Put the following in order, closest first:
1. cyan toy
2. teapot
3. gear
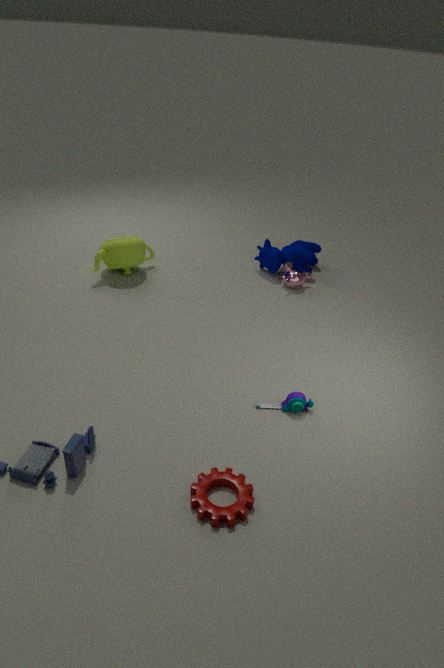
gear → cyan toy → teapot
